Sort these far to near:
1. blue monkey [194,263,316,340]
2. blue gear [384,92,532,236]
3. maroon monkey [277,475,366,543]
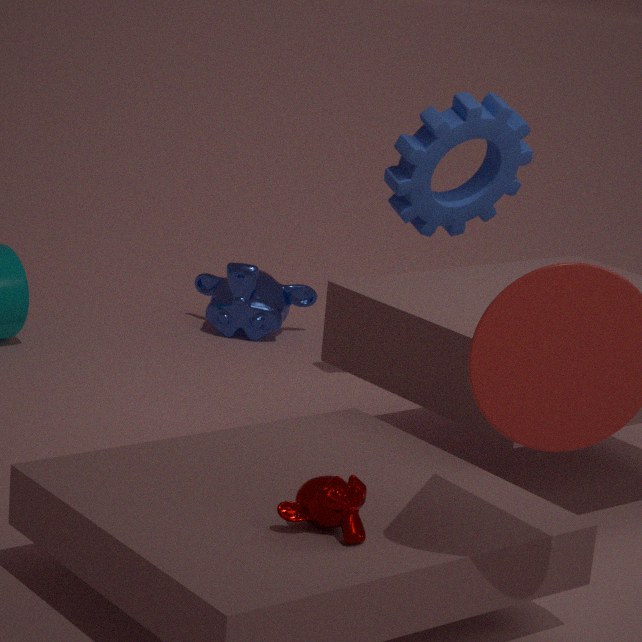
blue monkey [194,263,316,340]
blue gear [384,92,532,236]
maroon monkey [277,475,366,543]
